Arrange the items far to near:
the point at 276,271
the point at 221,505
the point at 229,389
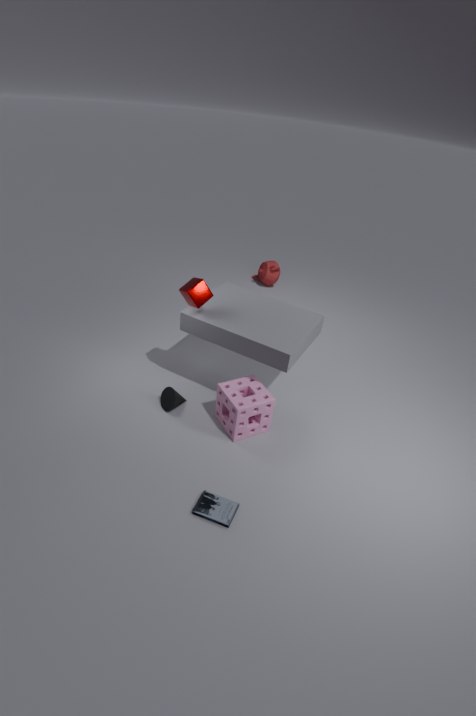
the point at 276,271 → the point at 229,389 → the point at 221,505
